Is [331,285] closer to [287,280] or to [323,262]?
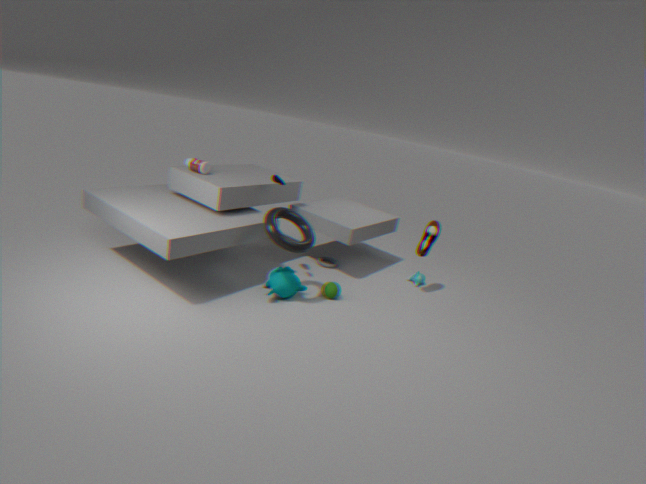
[287,280]
